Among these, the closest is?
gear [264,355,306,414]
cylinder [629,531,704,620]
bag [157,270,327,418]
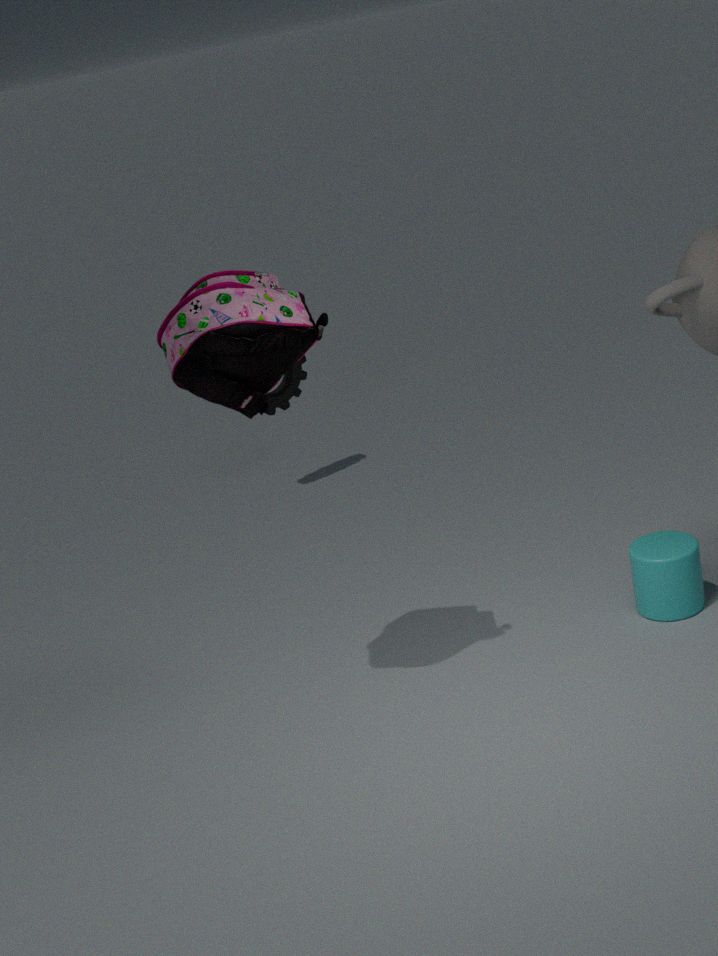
bag [157,270,327,418]
